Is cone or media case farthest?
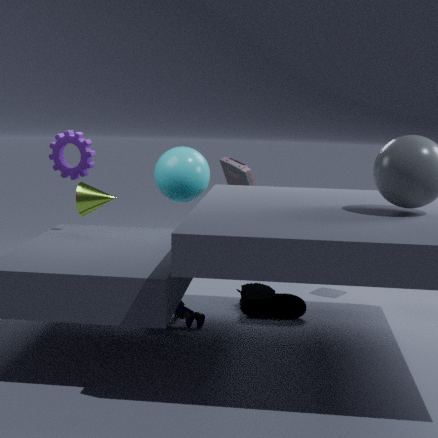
media case
